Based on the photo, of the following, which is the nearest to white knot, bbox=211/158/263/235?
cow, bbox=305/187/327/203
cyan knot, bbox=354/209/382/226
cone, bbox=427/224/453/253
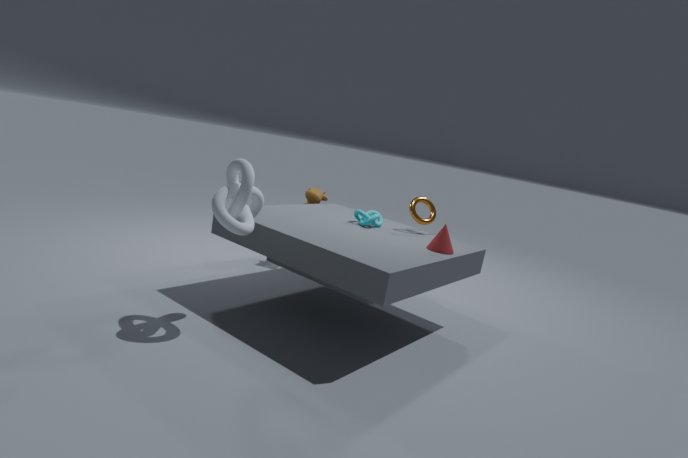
cyan knot, bbox=354/209/382/226
